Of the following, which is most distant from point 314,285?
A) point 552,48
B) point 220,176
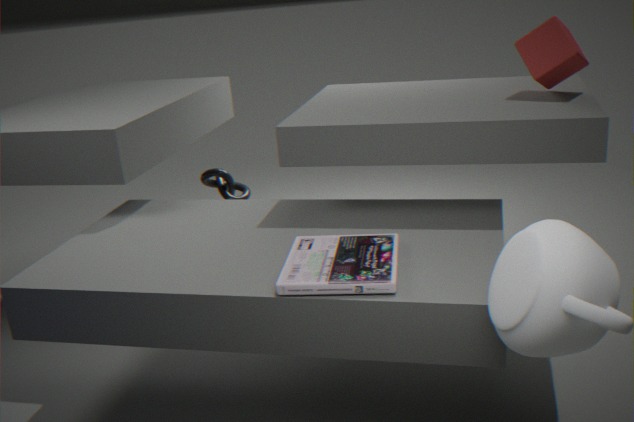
point 220,176
